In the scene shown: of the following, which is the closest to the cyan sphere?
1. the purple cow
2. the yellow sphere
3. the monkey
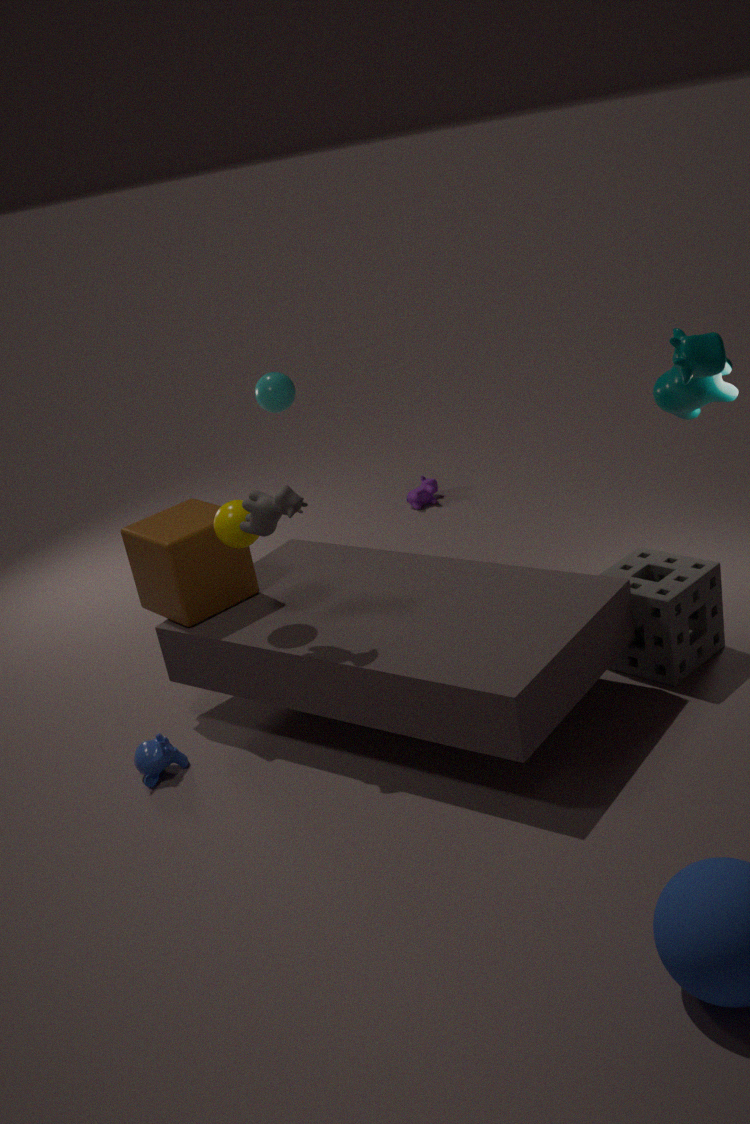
the yellow sphere
